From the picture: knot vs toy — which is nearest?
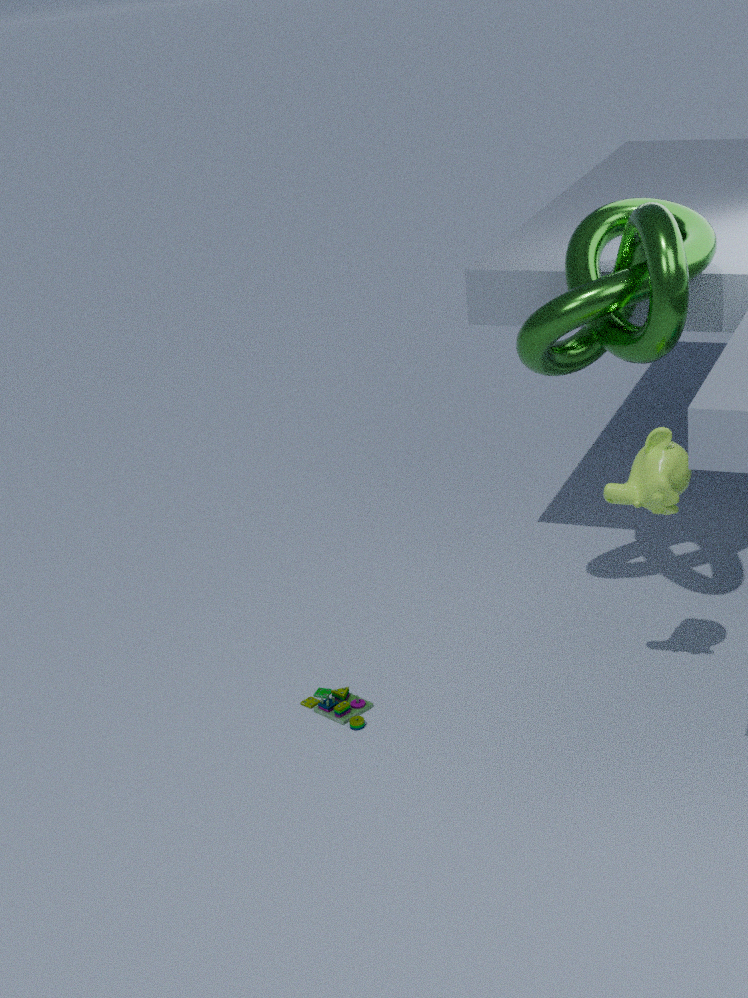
knot
